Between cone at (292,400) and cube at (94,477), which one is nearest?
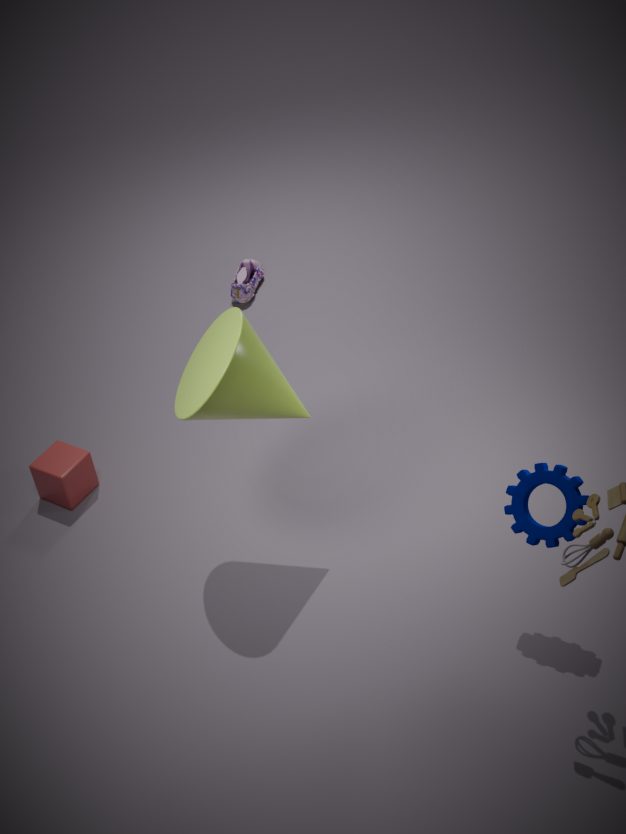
cone at (292,400)
